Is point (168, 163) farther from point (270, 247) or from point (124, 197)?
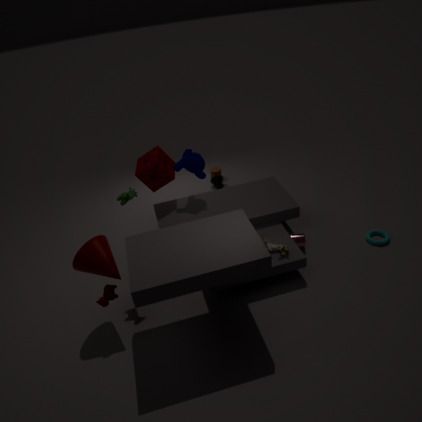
point (270, 247)
